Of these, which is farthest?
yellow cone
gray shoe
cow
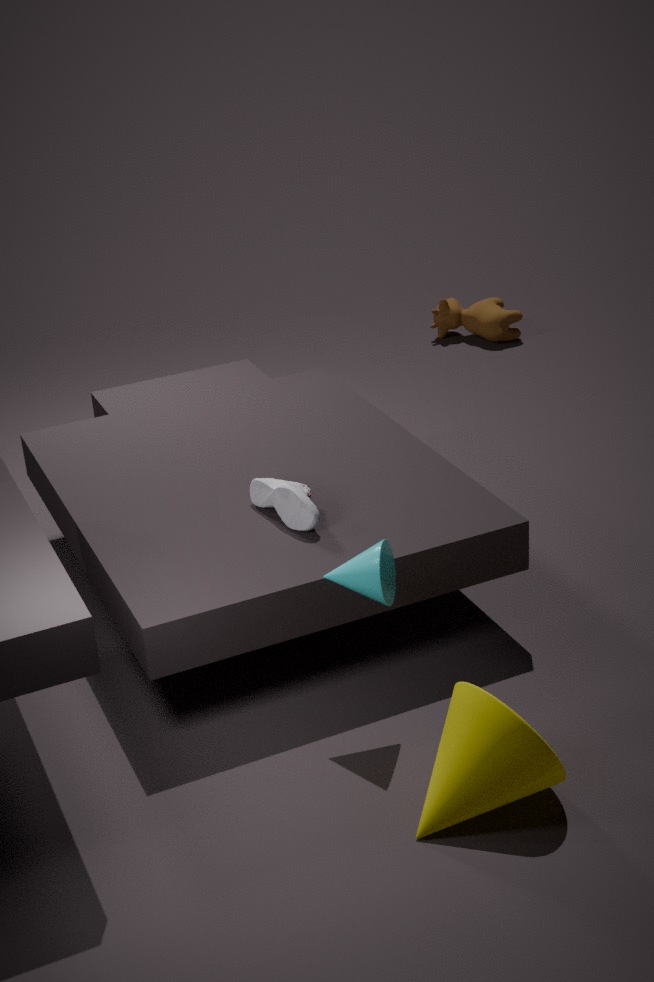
cow
